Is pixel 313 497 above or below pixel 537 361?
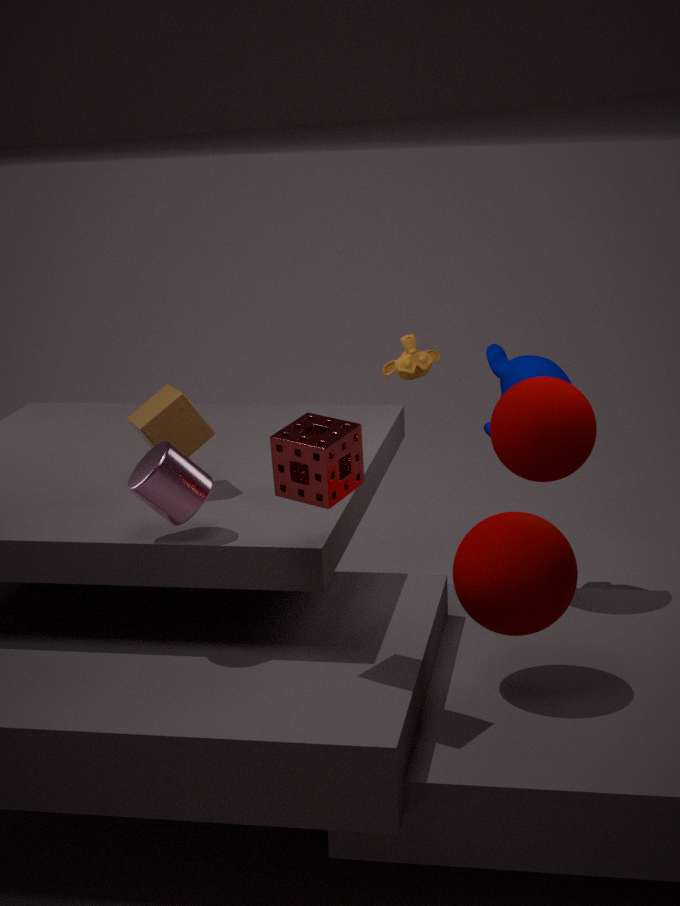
above
